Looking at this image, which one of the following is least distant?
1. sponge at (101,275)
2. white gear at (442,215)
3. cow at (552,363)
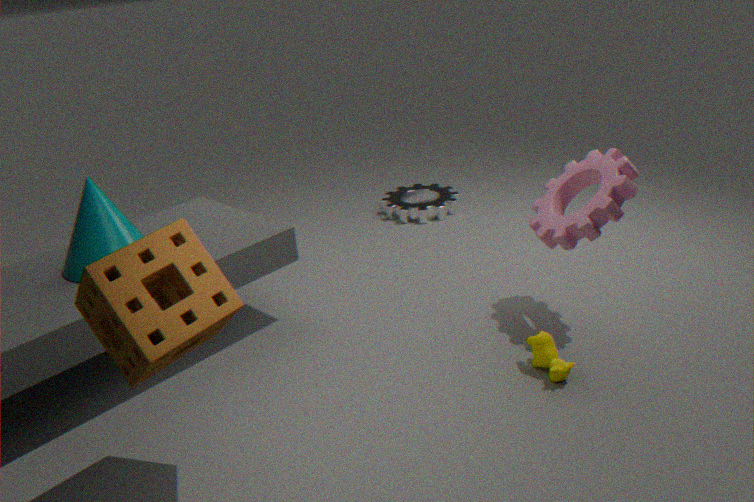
sponge at (101,275)
